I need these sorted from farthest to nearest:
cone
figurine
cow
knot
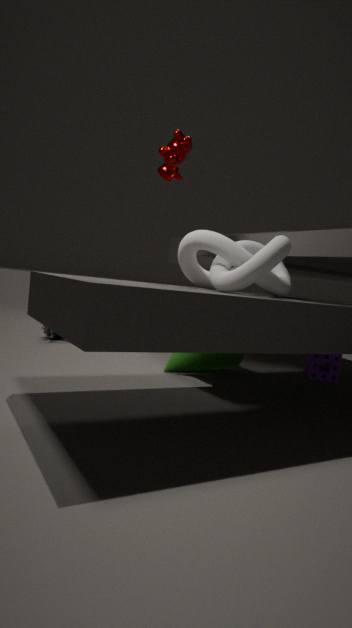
1. figurine
2. cone
3. cow
4. knot
